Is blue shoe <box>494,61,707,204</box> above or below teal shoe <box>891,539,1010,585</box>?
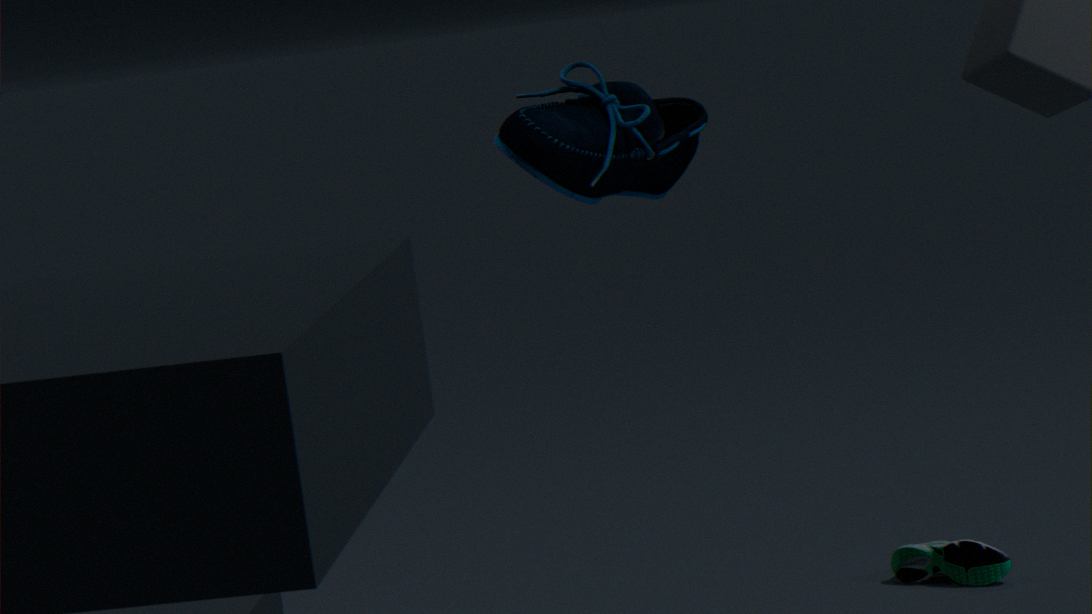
above
